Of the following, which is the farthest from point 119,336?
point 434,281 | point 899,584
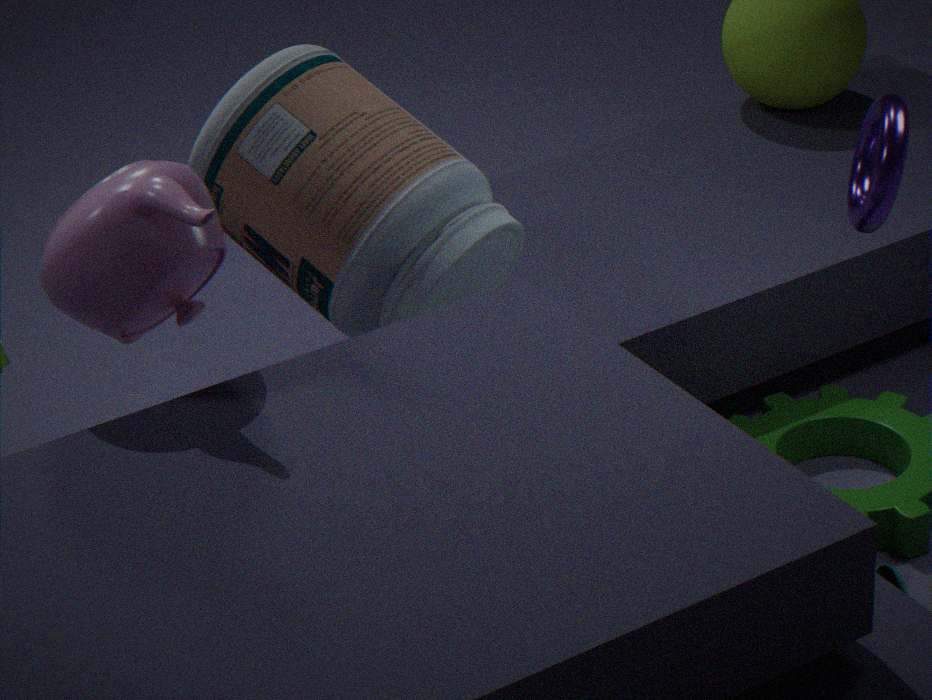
point 899,584
